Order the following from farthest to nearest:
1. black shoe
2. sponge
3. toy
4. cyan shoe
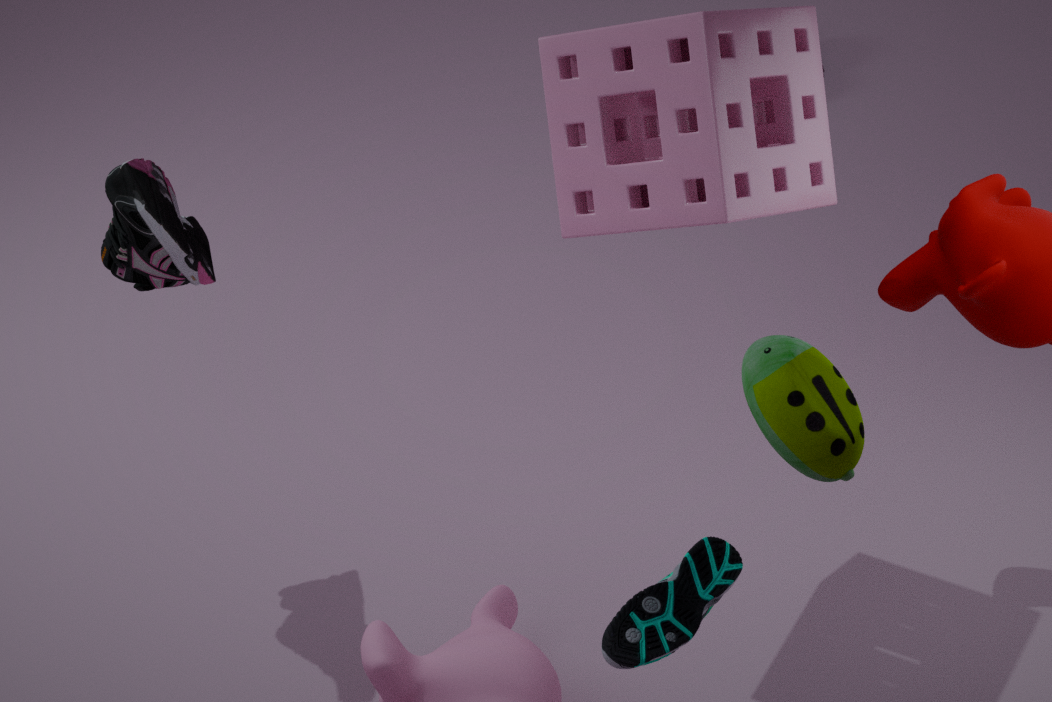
black shoe, sponge, toy, cyan shoe
